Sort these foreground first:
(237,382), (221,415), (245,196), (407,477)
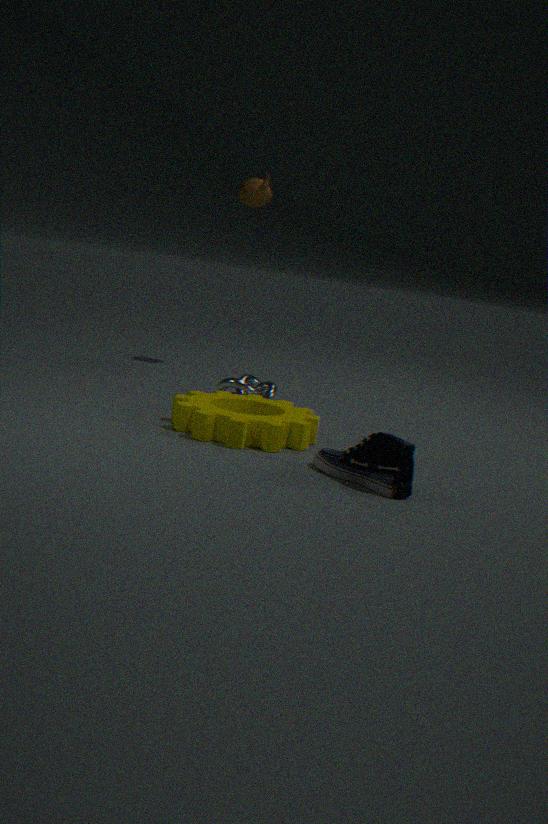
(407,477) < (221,415) < (237,382) < (245,196)
